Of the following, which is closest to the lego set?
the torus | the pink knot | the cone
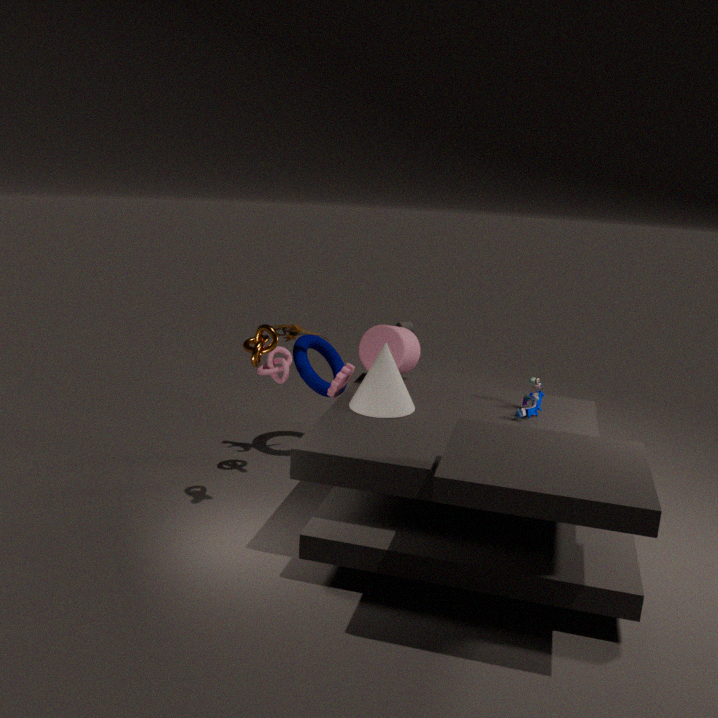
the cone
